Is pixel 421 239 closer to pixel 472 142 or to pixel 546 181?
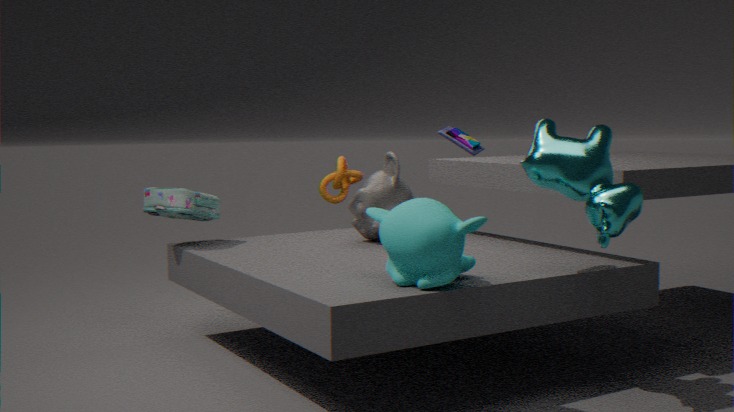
pixel 546 181
